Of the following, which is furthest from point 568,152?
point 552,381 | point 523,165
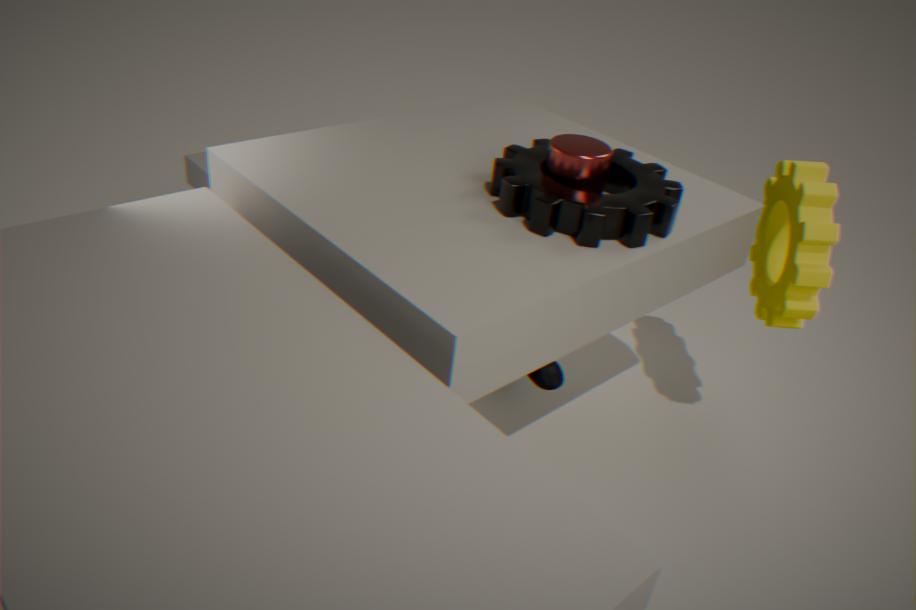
point 552,381
